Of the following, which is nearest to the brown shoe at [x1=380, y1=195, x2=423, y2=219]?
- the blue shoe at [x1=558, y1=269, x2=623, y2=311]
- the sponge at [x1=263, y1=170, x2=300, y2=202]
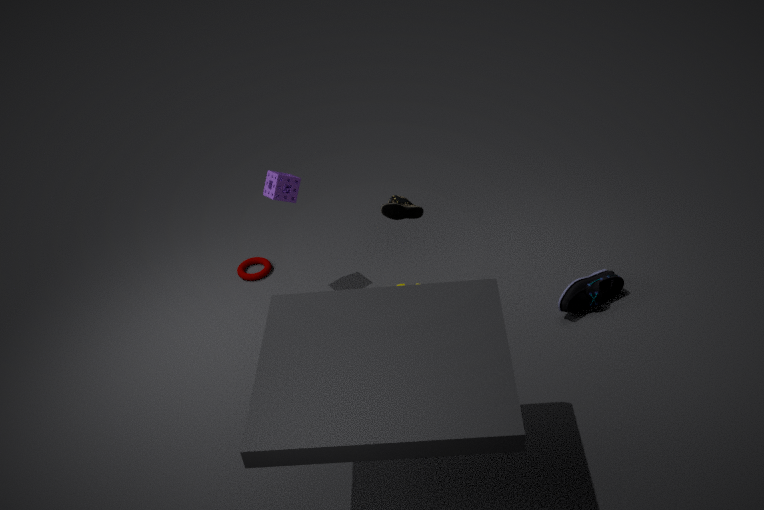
the sponge at [x1=263, y1=170, x2=300, y2=202]
